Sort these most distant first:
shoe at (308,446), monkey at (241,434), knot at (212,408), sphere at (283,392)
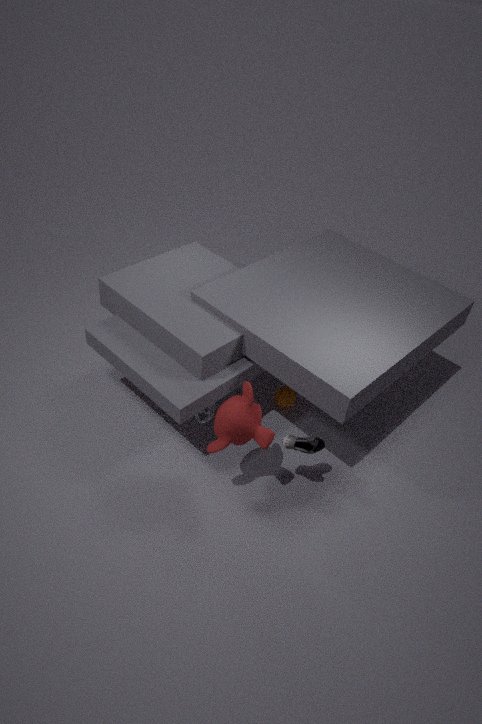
1. sphere at (283,392)
2. knot at (212,408)
3. shoe at (308,446)
4. monkey at (241,434)
